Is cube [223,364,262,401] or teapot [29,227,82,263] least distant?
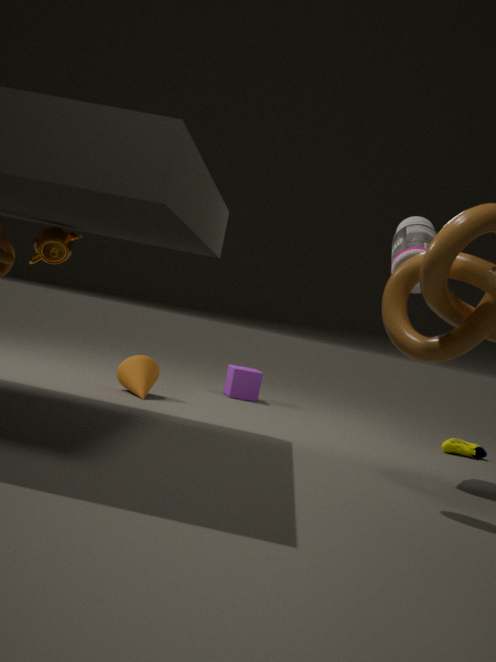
teapot [29,227,82,263]
